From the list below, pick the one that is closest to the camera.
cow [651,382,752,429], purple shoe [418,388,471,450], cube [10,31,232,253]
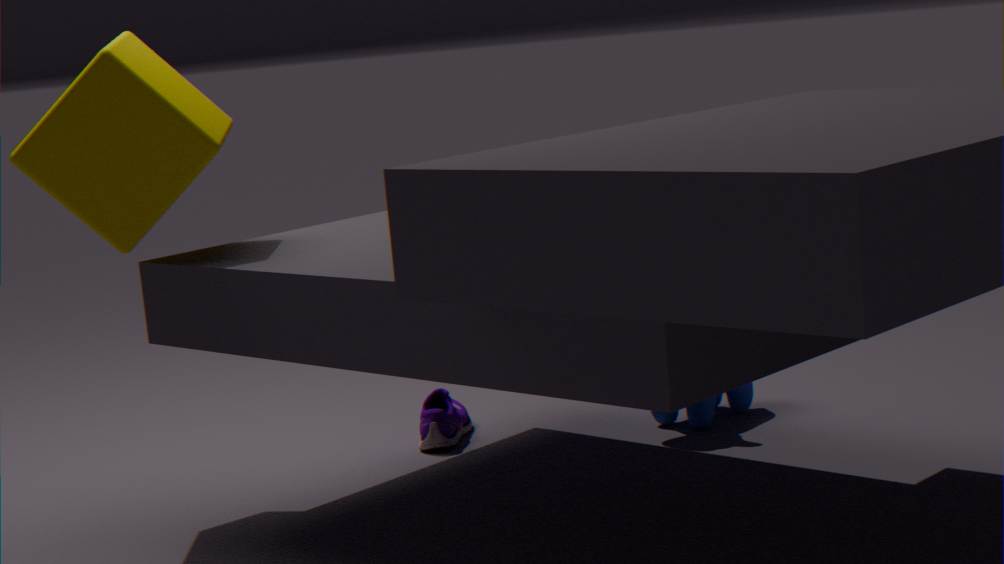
cube [10,31,232,253]
